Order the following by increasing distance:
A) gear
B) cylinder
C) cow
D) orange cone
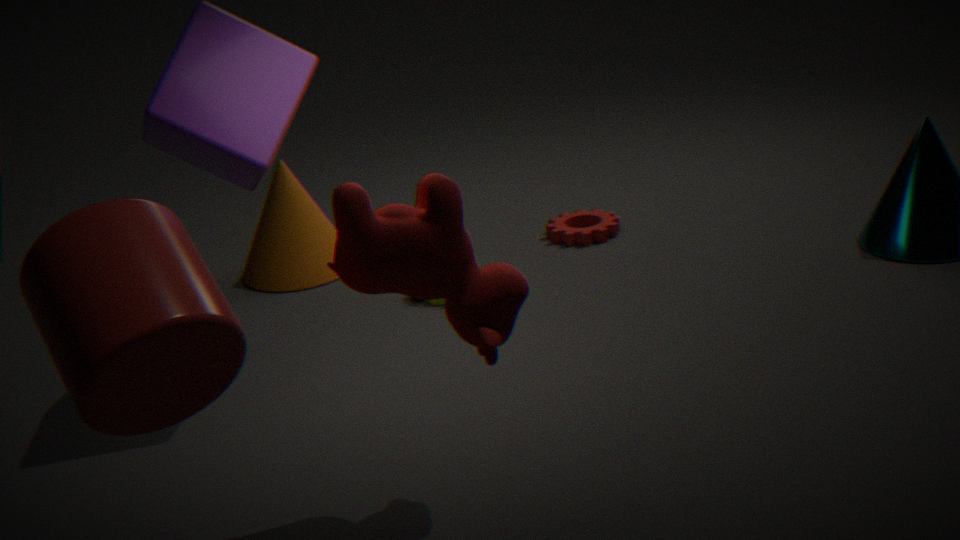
cylinder, cow, orange cone, gear
